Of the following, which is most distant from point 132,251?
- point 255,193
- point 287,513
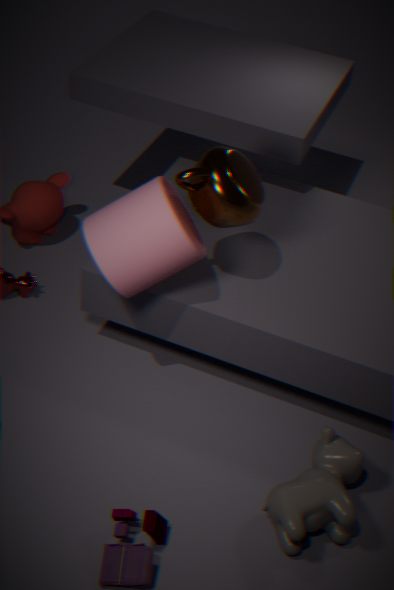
point 287,513
